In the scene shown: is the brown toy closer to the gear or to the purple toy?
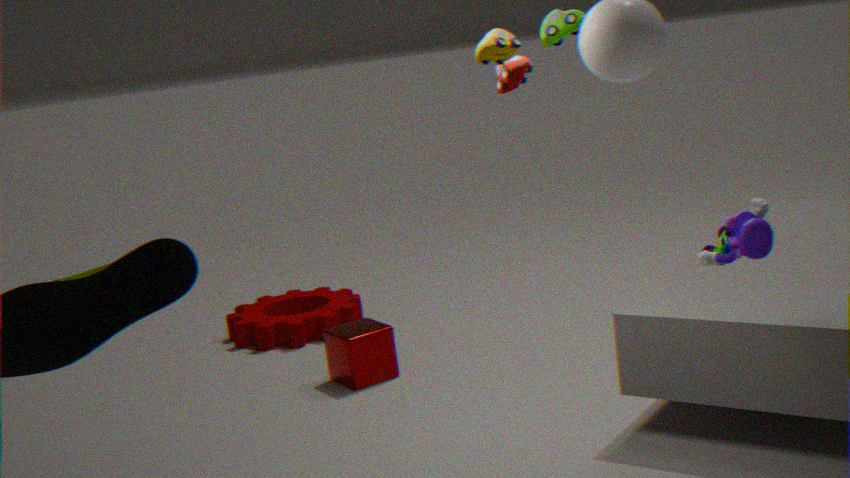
the purple toy
